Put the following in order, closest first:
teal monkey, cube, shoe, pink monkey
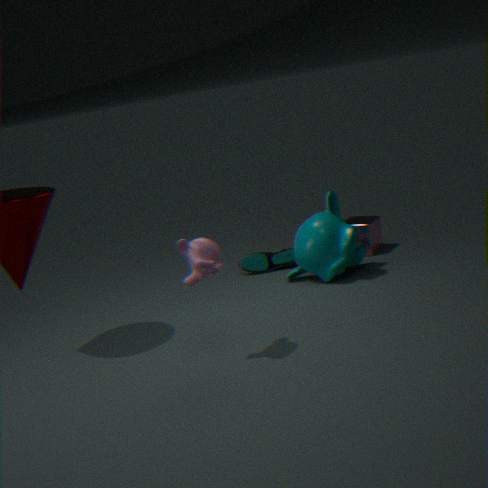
1. pink monkey
2. teal monkey
3. cube
4. shoe
